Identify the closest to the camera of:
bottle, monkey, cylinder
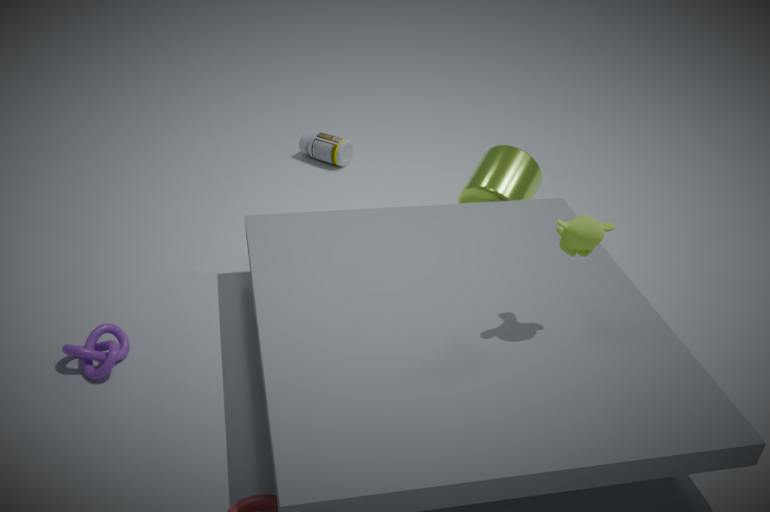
monkey
